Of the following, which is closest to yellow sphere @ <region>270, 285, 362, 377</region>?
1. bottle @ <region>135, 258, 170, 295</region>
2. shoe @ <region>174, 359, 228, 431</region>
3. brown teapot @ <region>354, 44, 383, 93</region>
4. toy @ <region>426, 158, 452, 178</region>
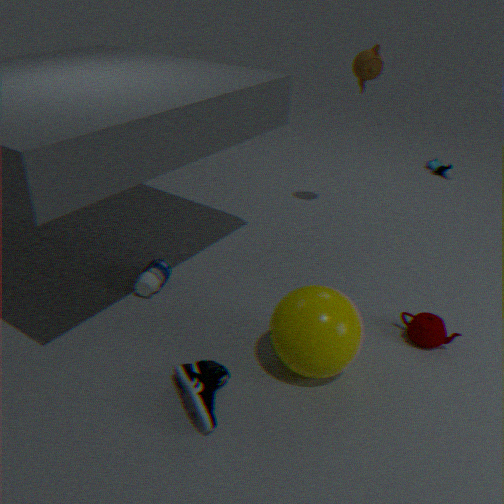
shoe @ <region>174, 359, 228, 431</region>
